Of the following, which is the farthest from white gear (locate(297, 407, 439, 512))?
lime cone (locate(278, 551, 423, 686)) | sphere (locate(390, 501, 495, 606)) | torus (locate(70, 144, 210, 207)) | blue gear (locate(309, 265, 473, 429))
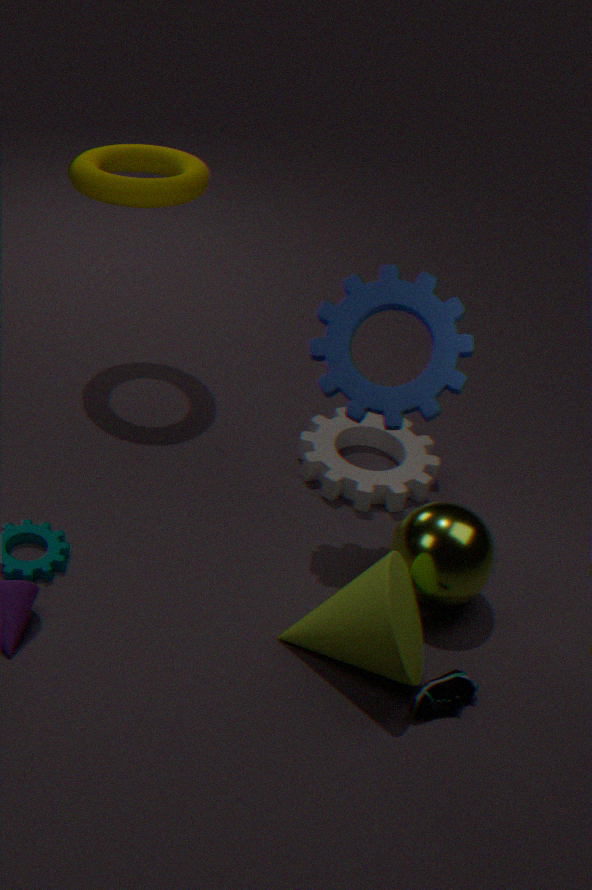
torus (locate(70, 144, 210, 207))
